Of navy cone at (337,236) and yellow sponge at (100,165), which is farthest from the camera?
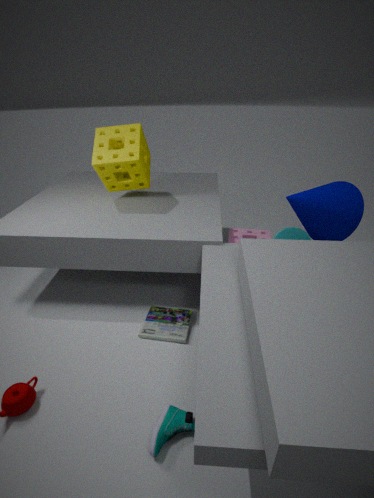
yellow sponge at (100,165)
